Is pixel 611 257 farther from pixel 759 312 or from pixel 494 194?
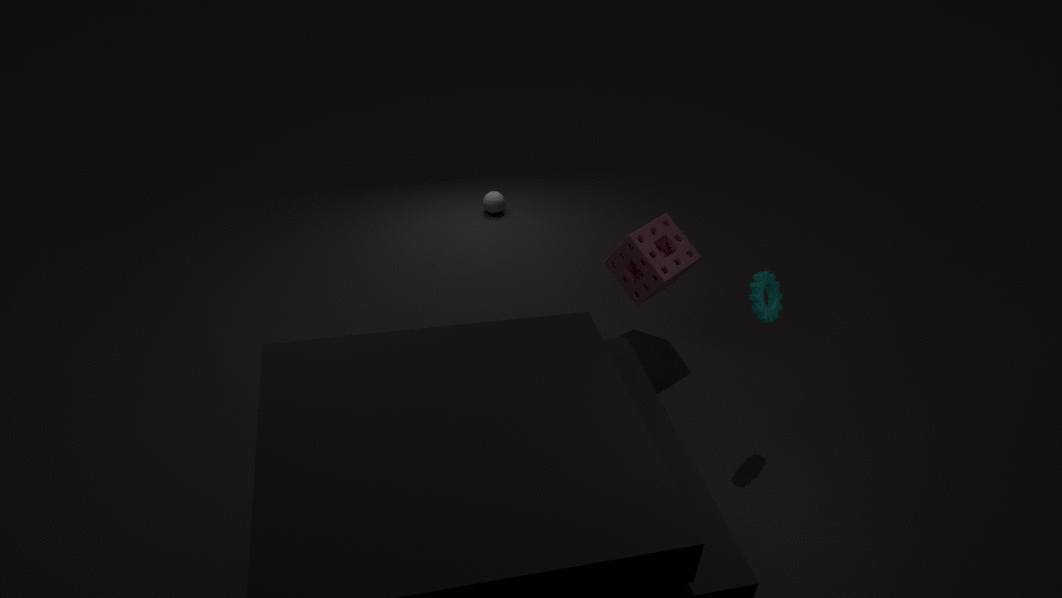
pixel 494 194
